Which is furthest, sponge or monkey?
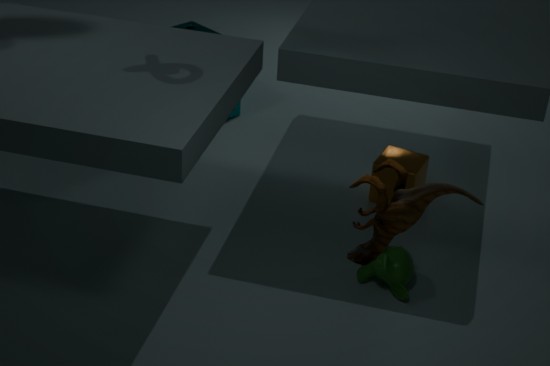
sponge
